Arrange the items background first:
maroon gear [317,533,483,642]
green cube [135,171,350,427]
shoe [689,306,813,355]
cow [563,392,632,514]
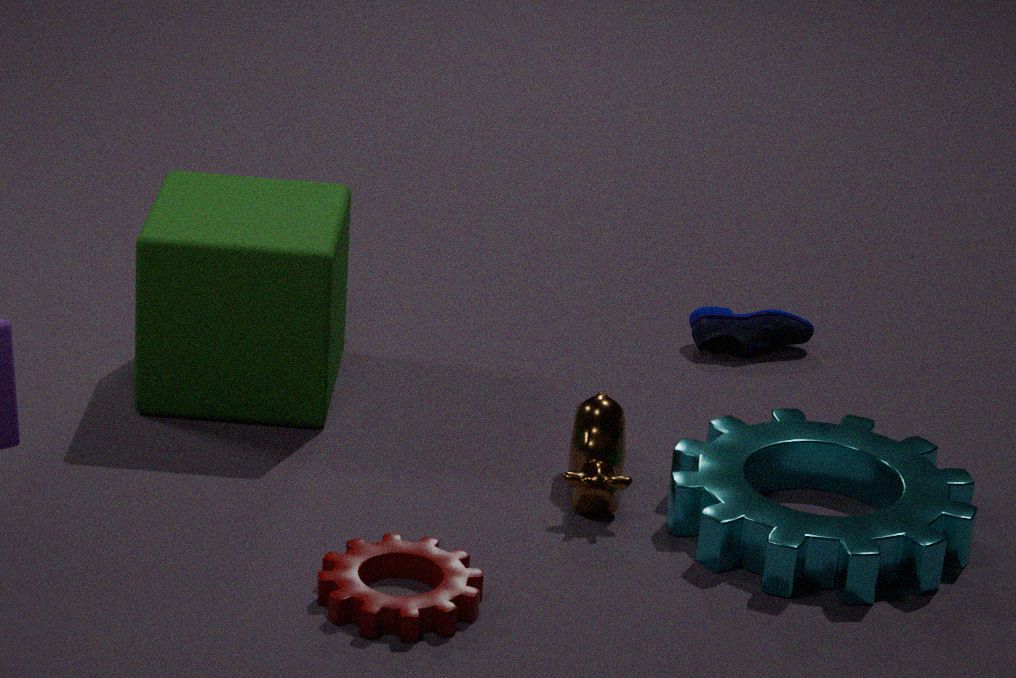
shoe [689,306,813,355], green cube [135,171,350,427], cow [563,392,632,514], maroon gear [317,533,483,642]
